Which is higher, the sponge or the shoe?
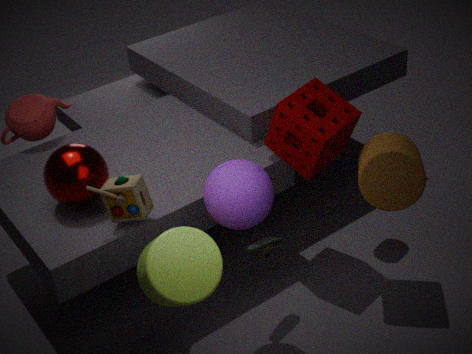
the sponge
